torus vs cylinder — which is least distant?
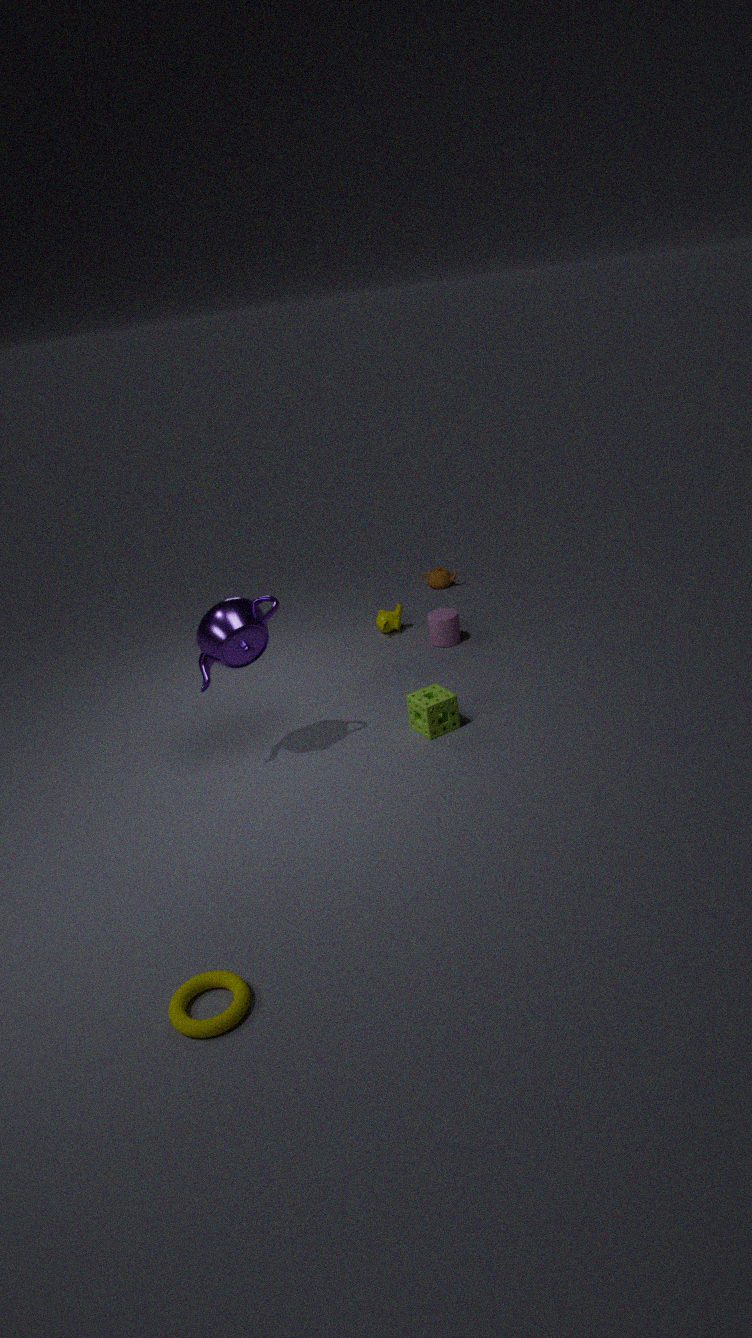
torus
